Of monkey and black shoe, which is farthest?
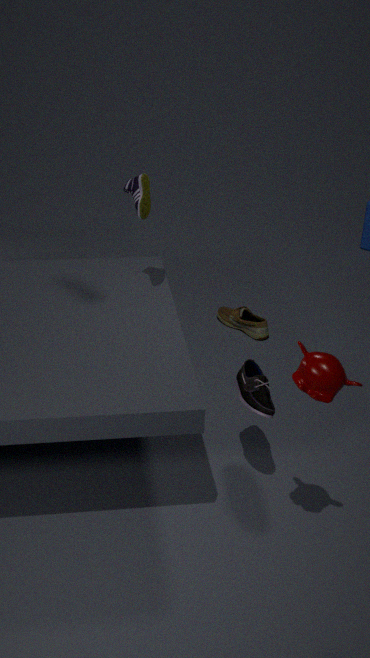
black shoe
